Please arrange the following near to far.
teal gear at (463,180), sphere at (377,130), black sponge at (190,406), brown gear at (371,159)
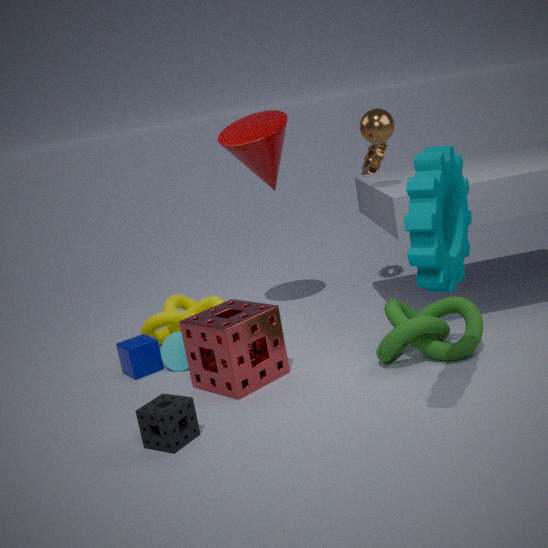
1. teal gear at (463,180)
2. black sponge at (190,406)
3. sphere at (377,130)
4. brown gear at (371,159)
